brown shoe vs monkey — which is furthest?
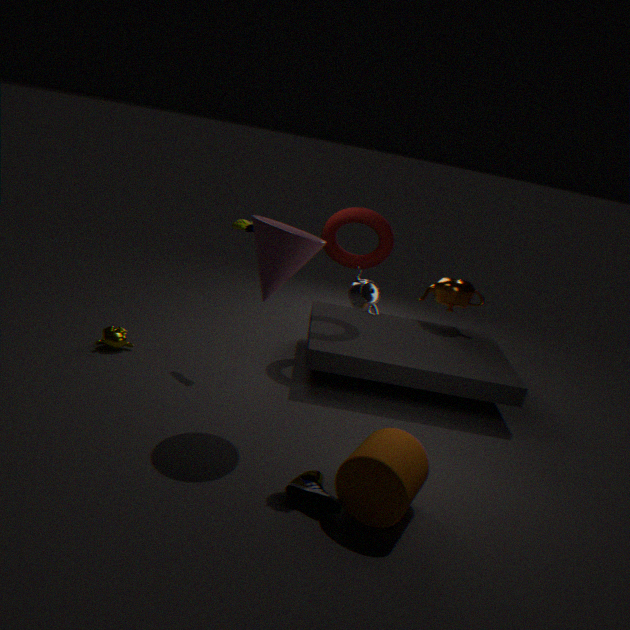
monkey
